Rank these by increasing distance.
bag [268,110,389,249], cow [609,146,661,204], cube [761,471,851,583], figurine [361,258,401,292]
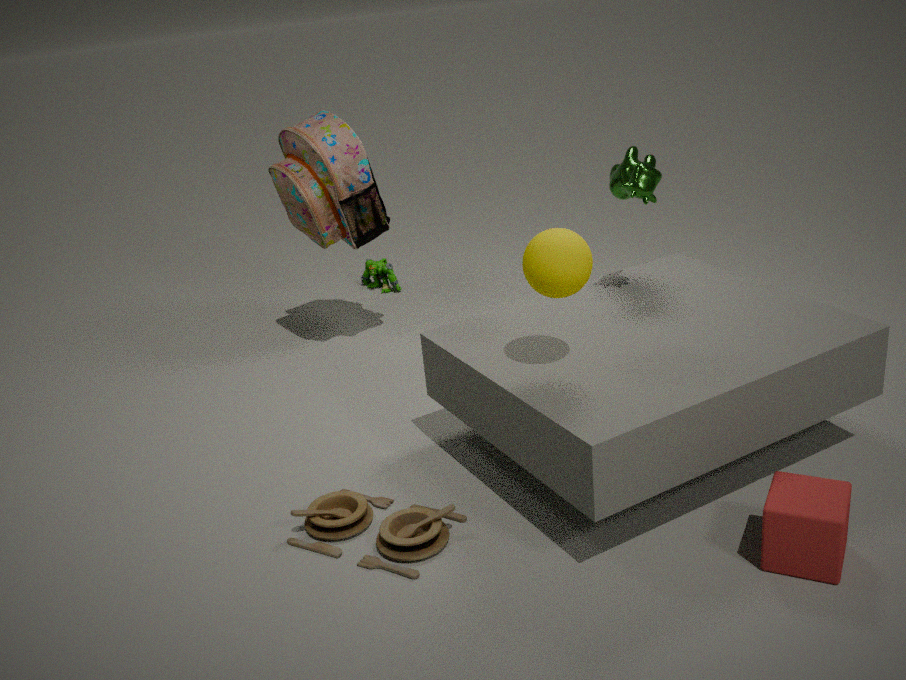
cube [761,471,851,583], cow [609,146,661,204], bag [268,110,389,249], figurine [361,258,401,292]
